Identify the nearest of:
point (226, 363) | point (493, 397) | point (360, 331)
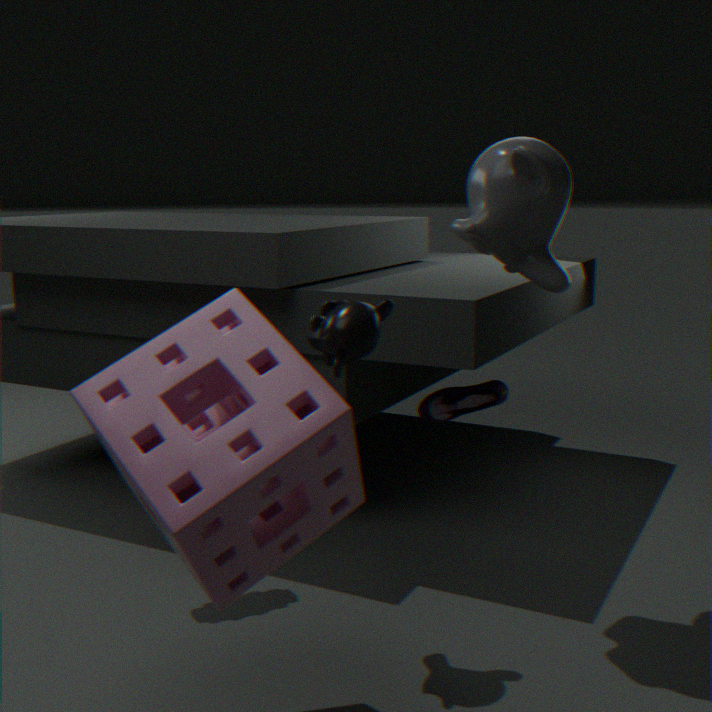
point (226, 363)
